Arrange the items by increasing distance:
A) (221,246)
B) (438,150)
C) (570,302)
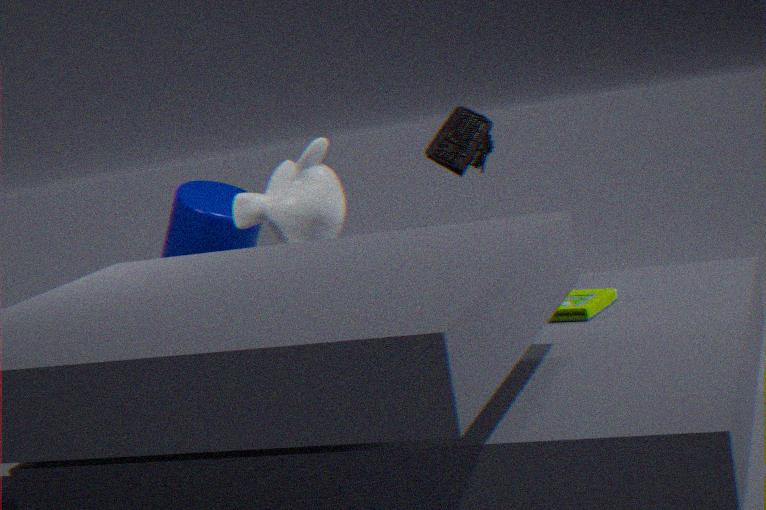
C. (570,302)
B. (438,150)
A. (221,246)
